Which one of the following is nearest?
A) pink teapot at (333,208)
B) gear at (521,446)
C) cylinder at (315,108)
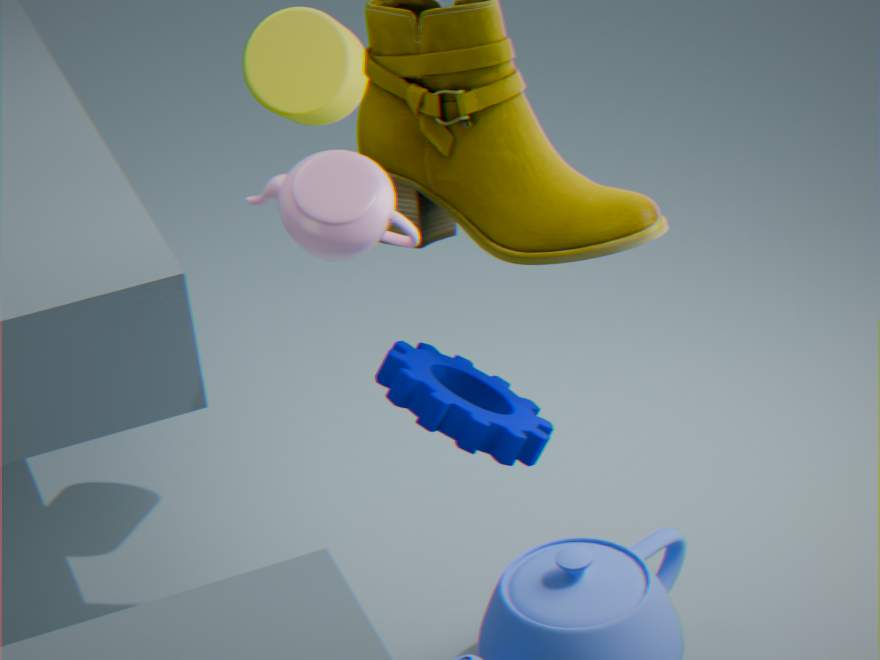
pink teapot at (333,208)
